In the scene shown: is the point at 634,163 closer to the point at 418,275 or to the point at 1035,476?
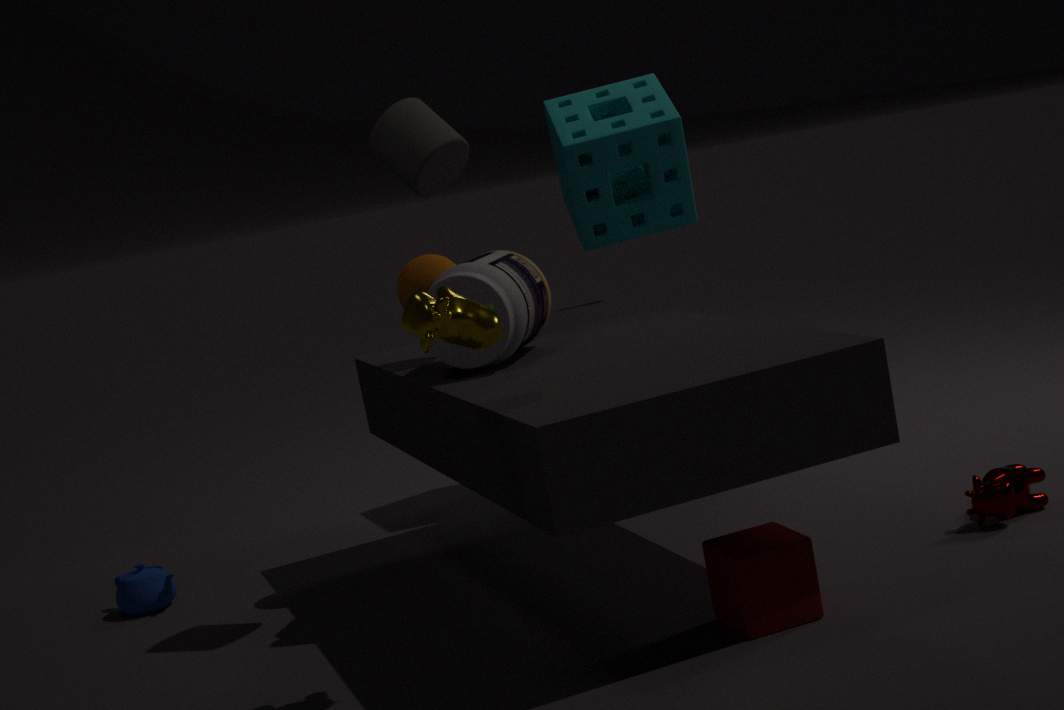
the point at 418,275
